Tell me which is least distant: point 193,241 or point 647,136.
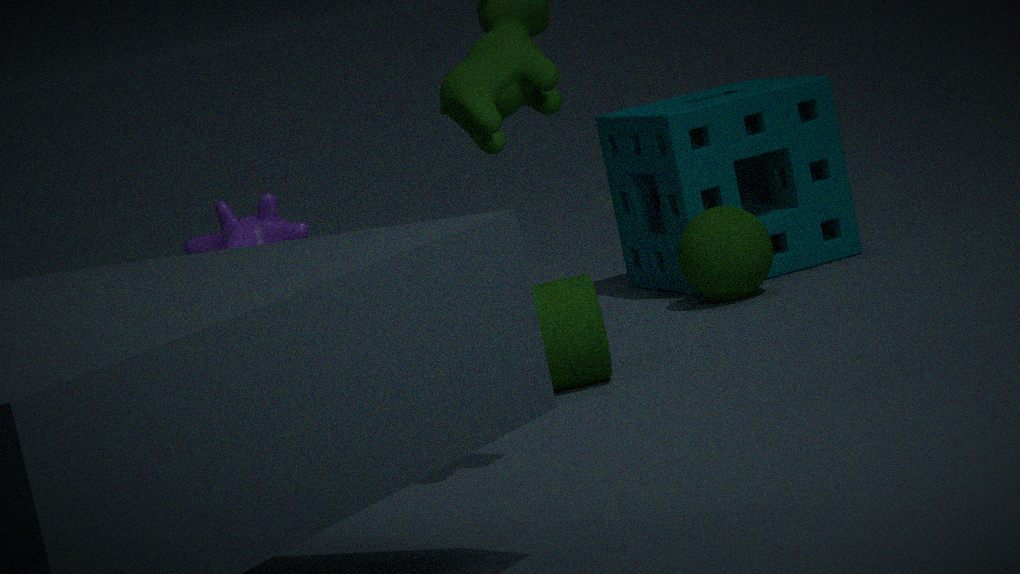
point 193,241
